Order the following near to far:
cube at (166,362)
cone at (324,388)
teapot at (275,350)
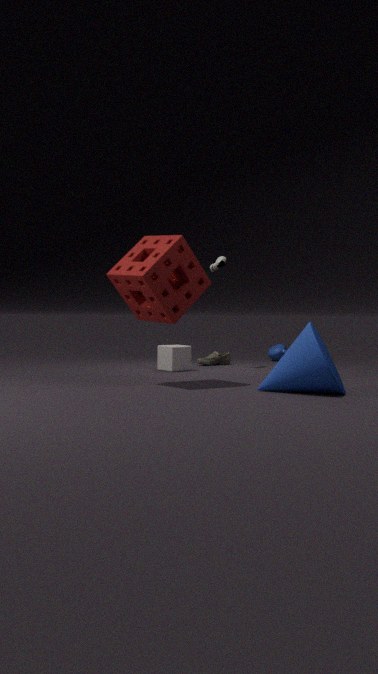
1. cone at (324,388)
2. cube at (166,362)
3. teapot at (275,350)
